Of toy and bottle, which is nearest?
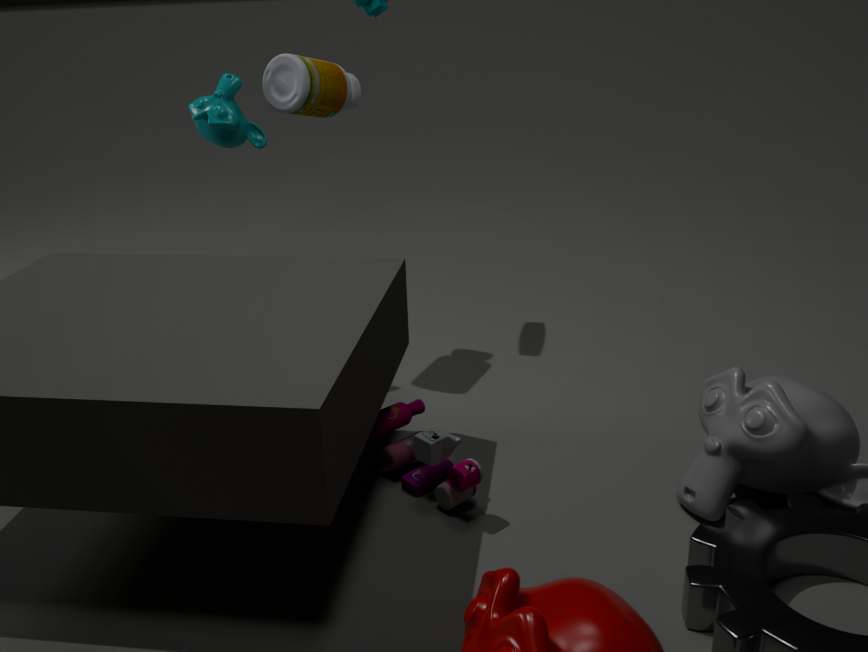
toy
